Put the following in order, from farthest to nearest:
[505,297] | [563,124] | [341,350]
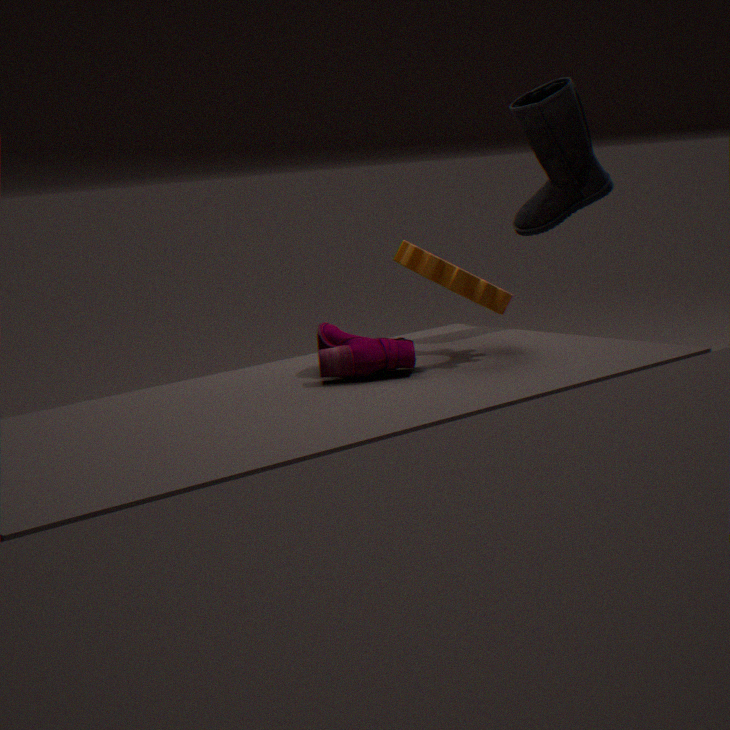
[563,124], [505,297], [341,350]
